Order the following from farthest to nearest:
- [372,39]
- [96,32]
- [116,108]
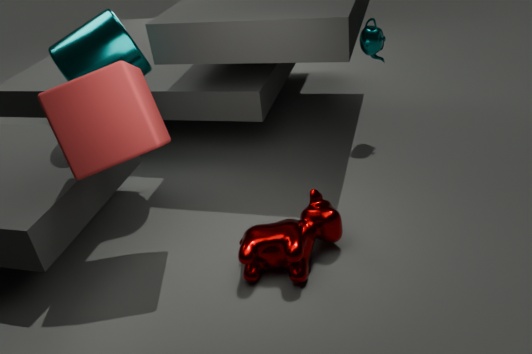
A: [372,39] → [96,32] → [116,108]
